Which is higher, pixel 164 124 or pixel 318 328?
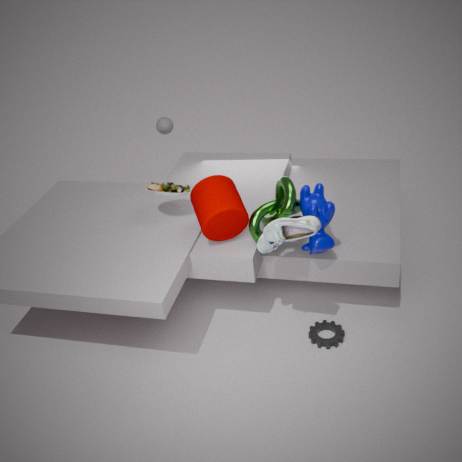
pixel 164 124
